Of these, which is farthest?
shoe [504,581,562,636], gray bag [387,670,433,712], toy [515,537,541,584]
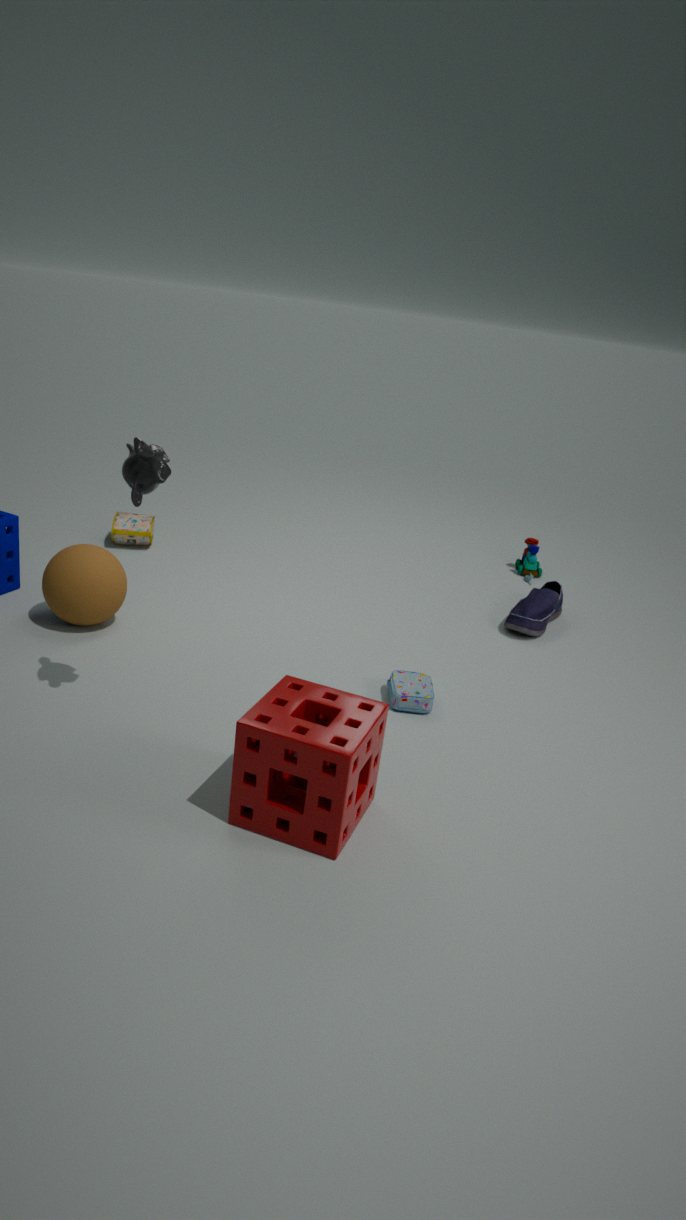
toy [515,537,541,584]
